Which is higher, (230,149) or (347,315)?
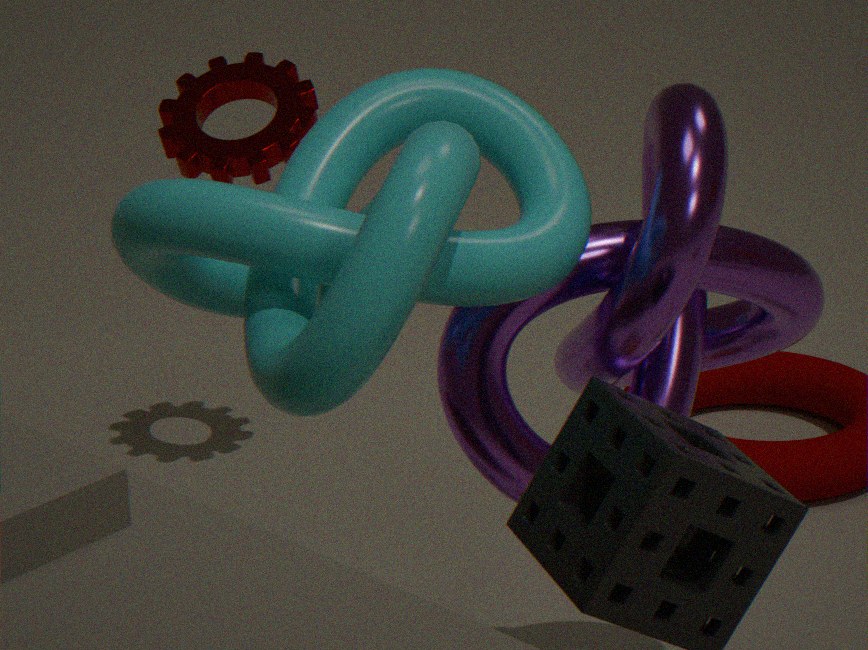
(347,315)
